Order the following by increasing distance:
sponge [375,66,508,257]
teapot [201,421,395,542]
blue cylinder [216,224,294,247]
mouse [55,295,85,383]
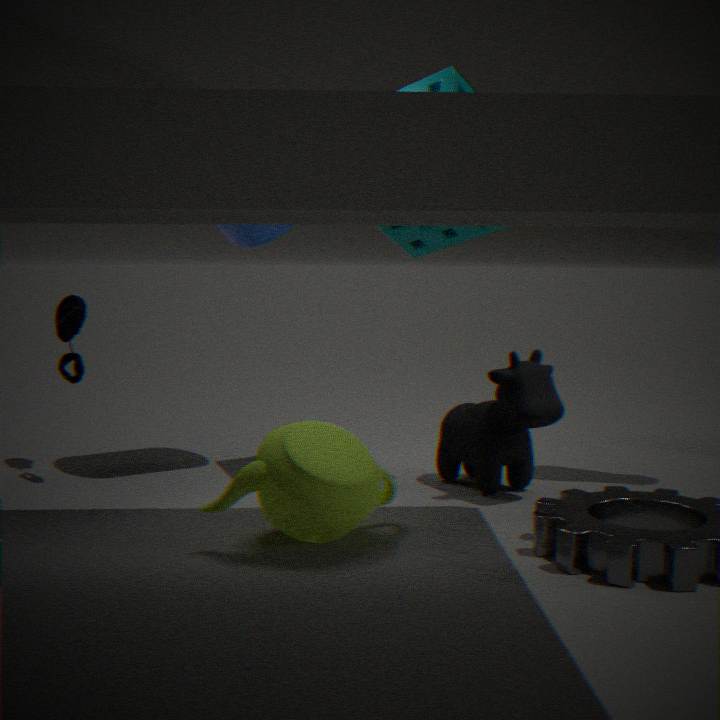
teapot [201,421,395,542], sponge [375,66,508,257], mouse [55,295,85,383], blue cylinder [216,224,294,247]
